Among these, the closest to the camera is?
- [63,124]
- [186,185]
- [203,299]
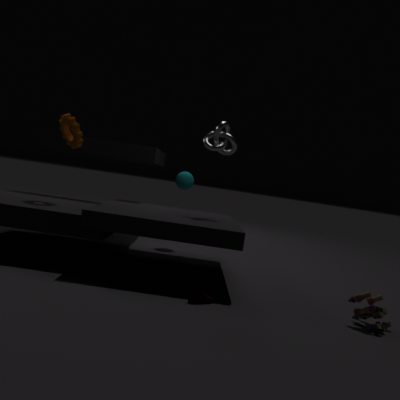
[203,299]
